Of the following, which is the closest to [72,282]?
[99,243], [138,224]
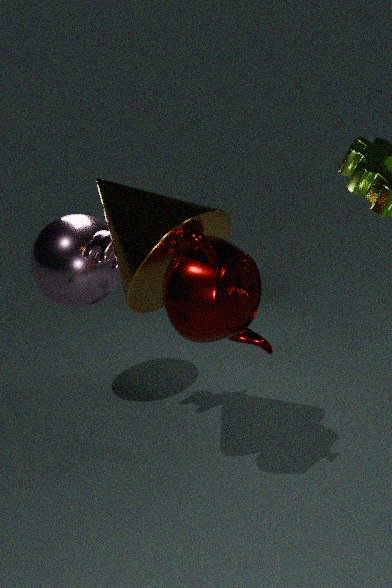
[99,243]
